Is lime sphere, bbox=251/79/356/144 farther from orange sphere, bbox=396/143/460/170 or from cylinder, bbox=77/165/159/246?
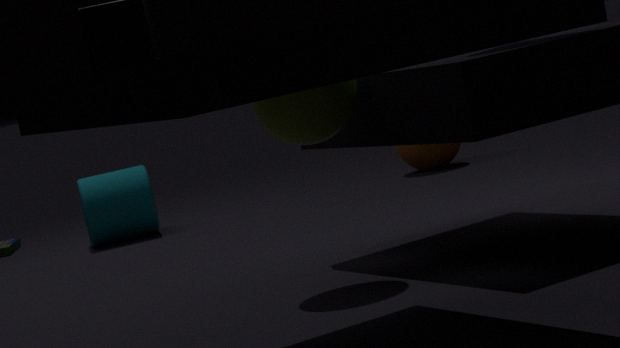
orange sphere, bbox=396/143/460/170
